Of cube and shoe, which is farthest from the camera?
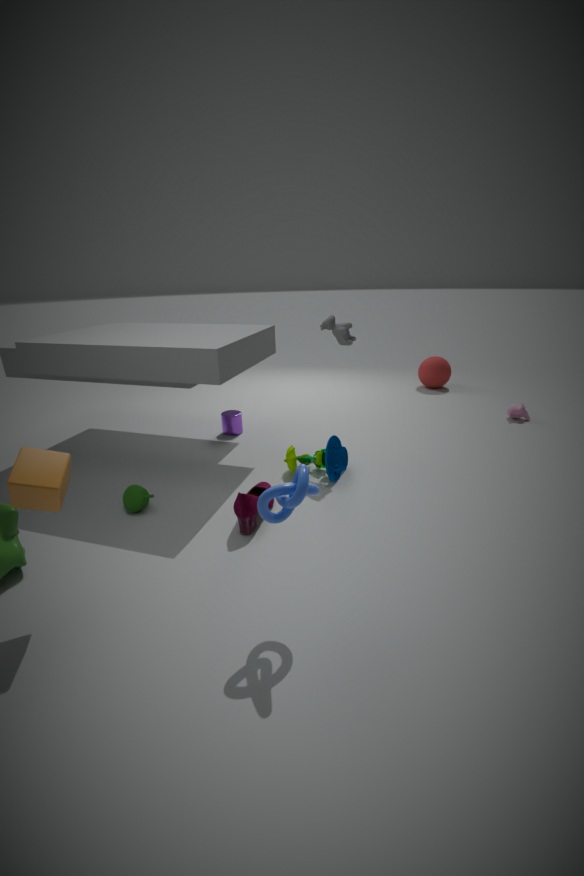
shoe
